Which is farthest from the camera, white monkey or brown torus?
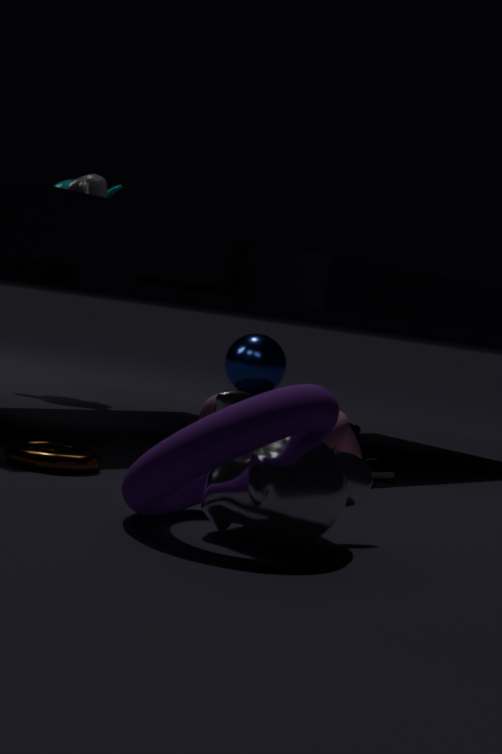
brown torus
